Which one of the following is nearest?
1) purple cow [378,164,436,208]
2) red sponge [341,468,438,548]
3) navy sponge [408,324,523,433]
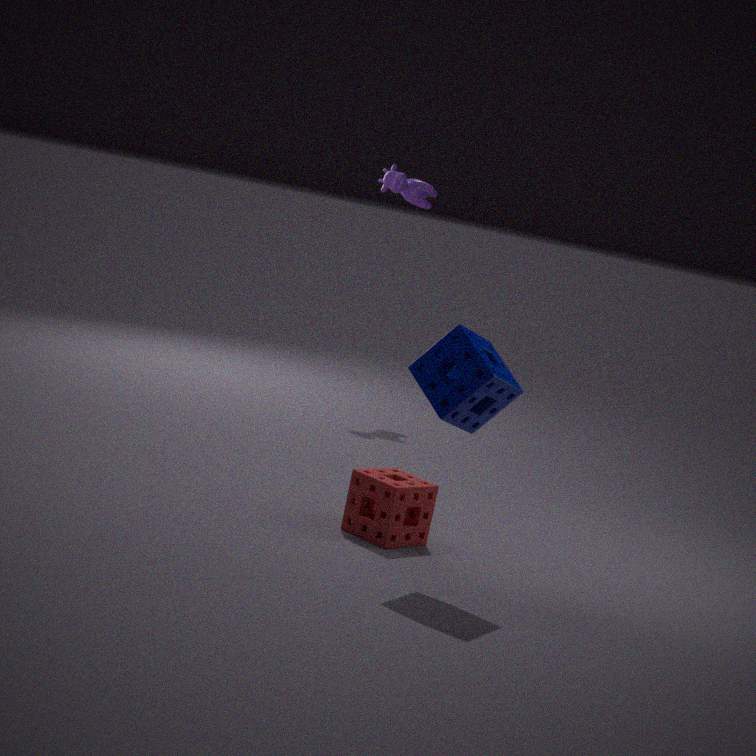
Result: 3. navy sponge [408,324,523,433]
